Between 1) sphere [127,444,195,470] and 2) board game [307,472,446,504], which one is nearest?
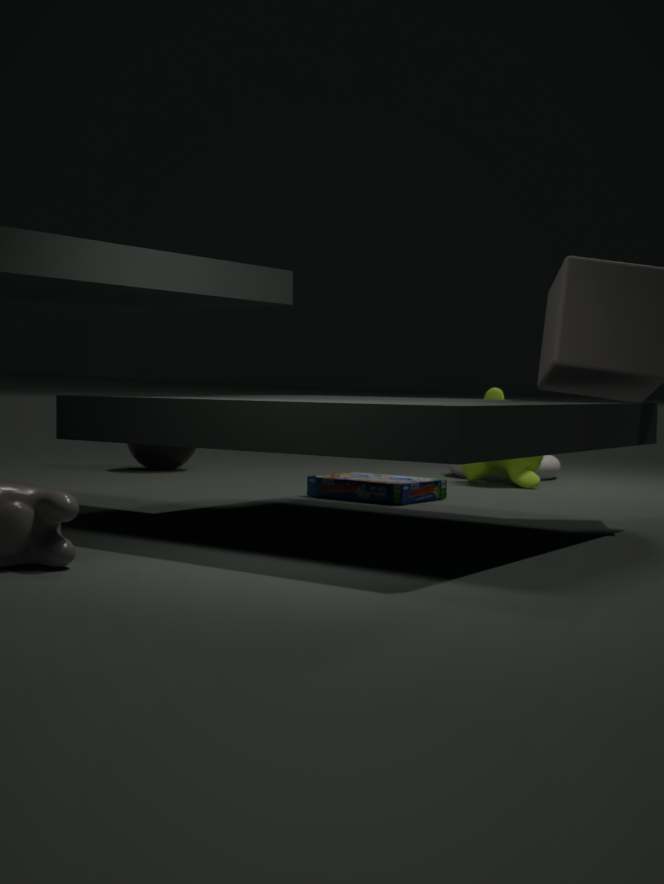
2. board game [307,472,446,504]
